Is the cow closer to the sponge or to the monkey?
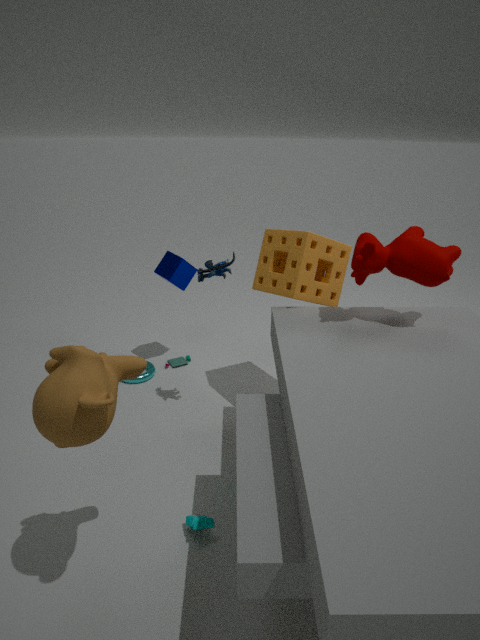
the sponge
